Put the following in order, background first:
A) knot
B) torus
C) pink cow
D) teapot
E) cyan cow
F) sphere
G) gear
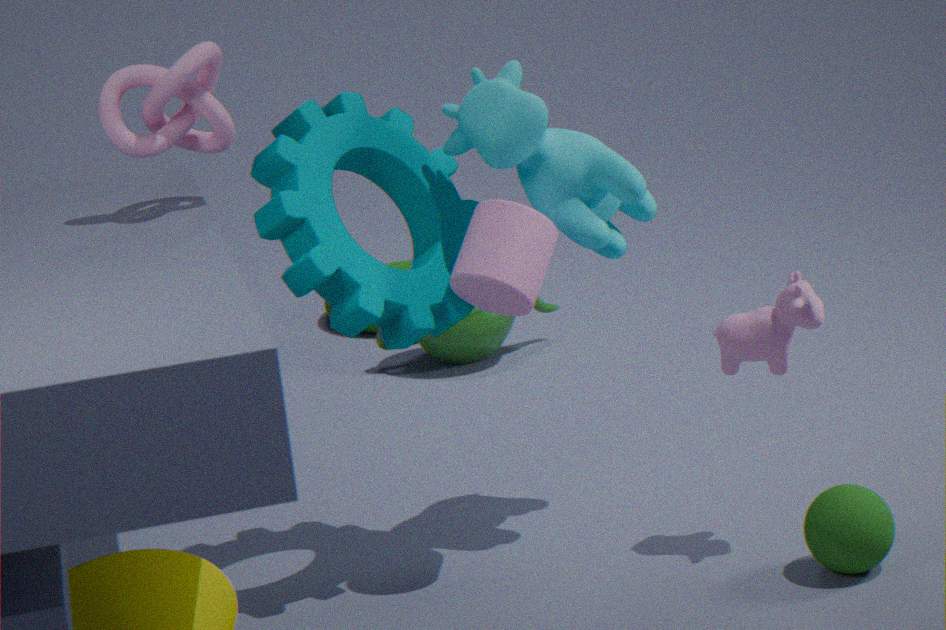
torus < teapot < cyan cow < pink cow < sphere < gear < knot
